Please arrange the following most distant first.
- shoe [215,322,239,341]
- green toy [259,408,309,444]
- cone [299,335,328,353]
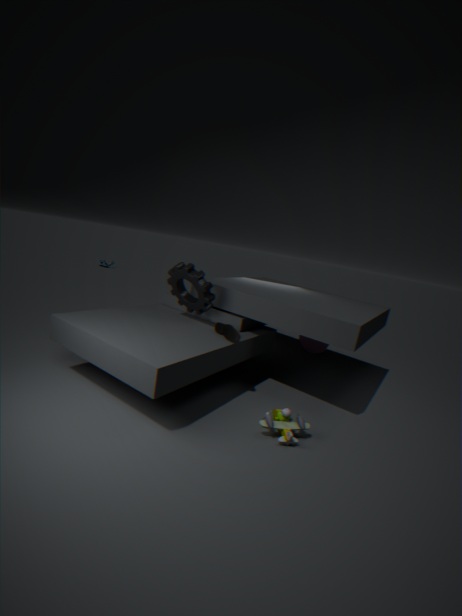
cone [299,335,328,353] → shoe [215,322,239,341] → green toy [259,408,309,444]
